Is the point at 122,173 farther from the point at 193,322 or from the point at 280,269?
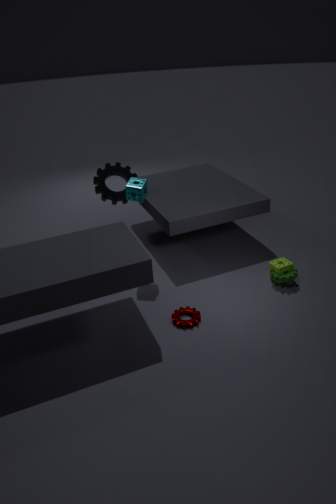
the point at 280,269
